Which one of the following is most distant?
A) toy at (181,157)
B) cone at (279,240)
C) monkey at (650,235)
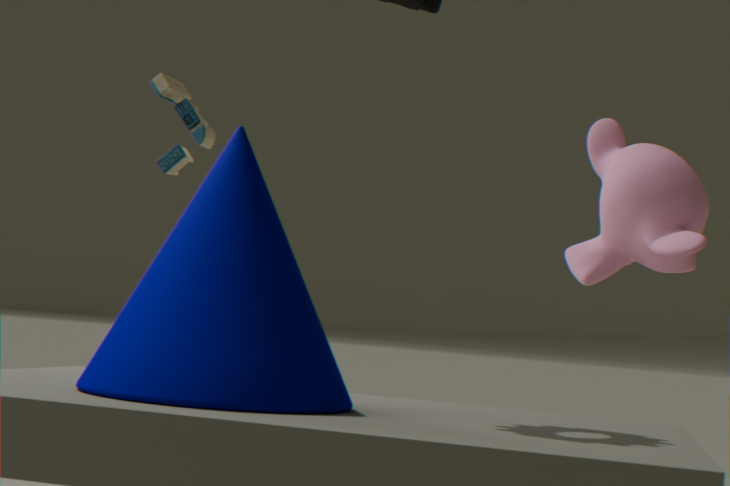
A. toy at (181,157)
